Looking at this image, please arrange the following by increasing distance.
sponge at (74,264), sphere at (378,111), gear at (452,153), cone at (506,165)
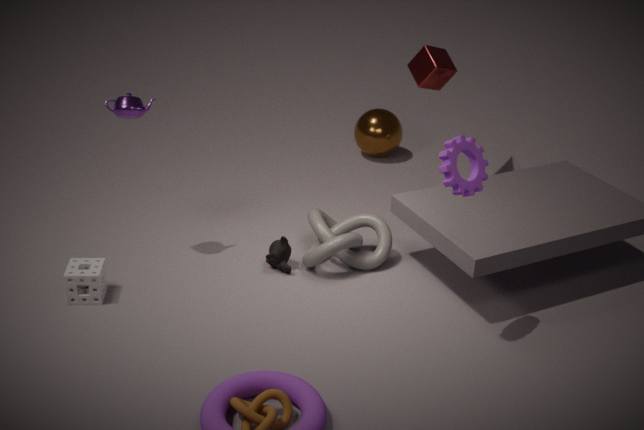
gear at (452,153) → sponge at (74,264) → cone at (506,165) → sphere at (378,111)
